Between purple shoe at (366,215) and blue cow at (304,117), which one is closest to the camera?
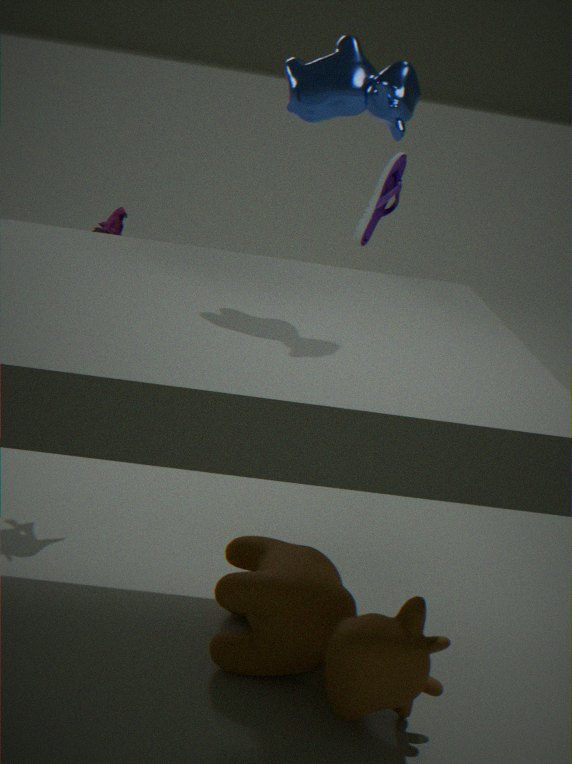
blue cow at (304,117)
